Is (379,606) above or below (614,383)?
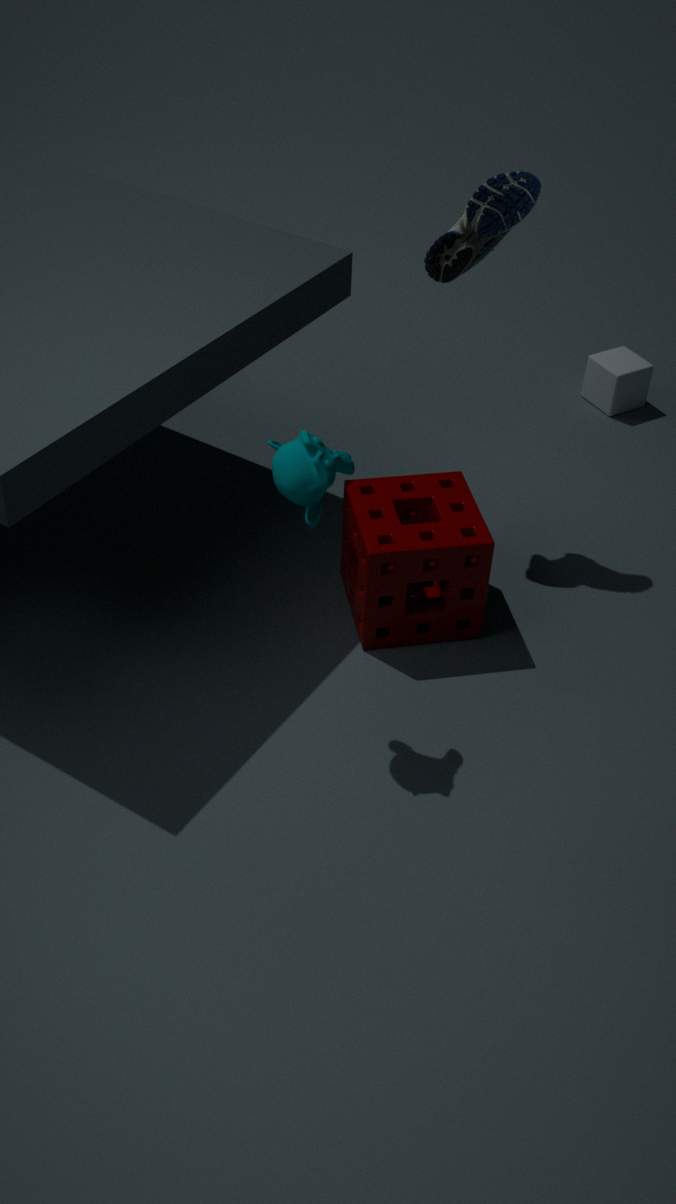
above
